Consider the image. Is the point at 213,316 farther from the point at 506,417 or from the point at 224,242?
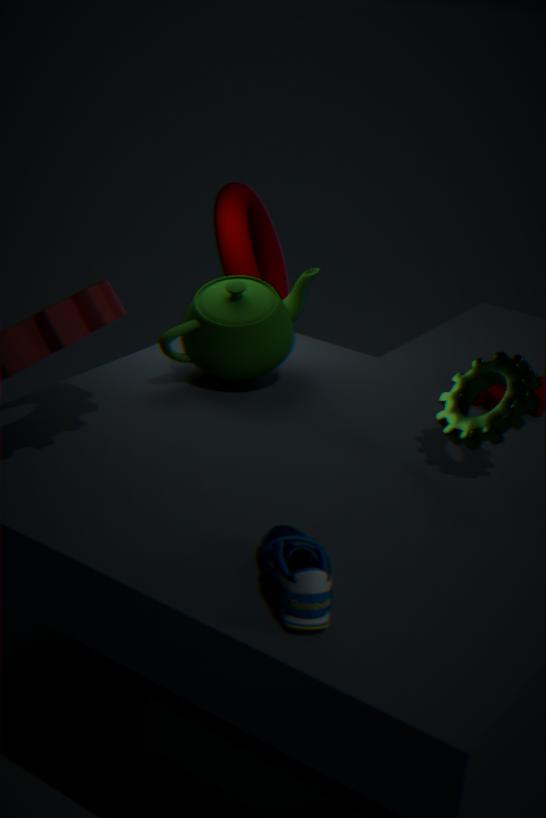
the point at 506,417
